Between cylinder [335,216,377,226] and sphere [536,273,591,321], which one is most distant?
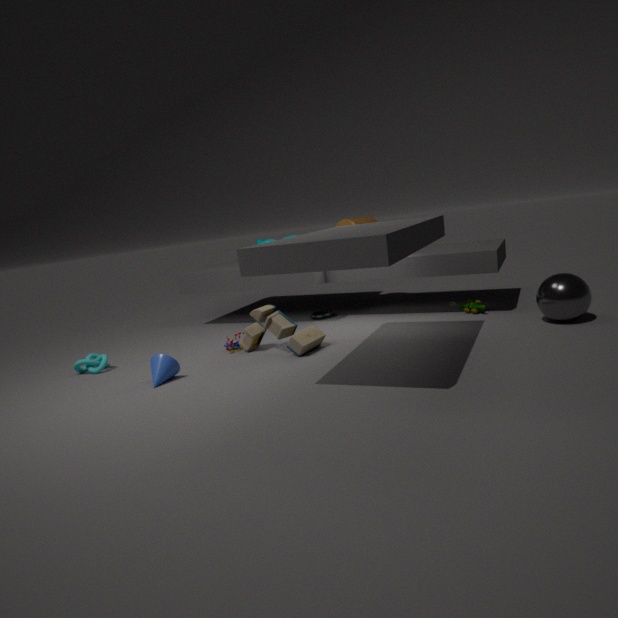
cylinder [335,216,377,226]
